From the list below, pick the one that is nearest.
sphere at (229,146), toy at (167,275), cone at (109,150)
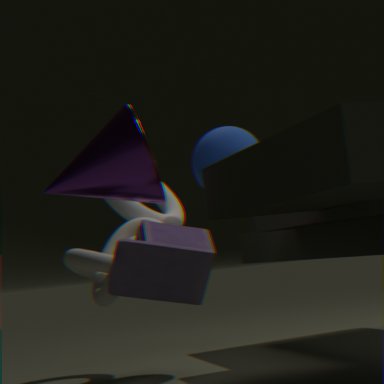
toy at (167,275)
